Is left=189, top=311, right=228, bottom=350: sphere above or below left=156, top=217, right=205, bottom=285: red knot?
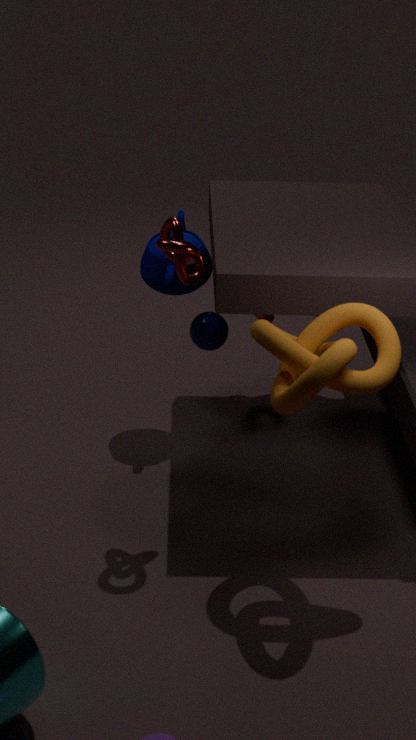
below
